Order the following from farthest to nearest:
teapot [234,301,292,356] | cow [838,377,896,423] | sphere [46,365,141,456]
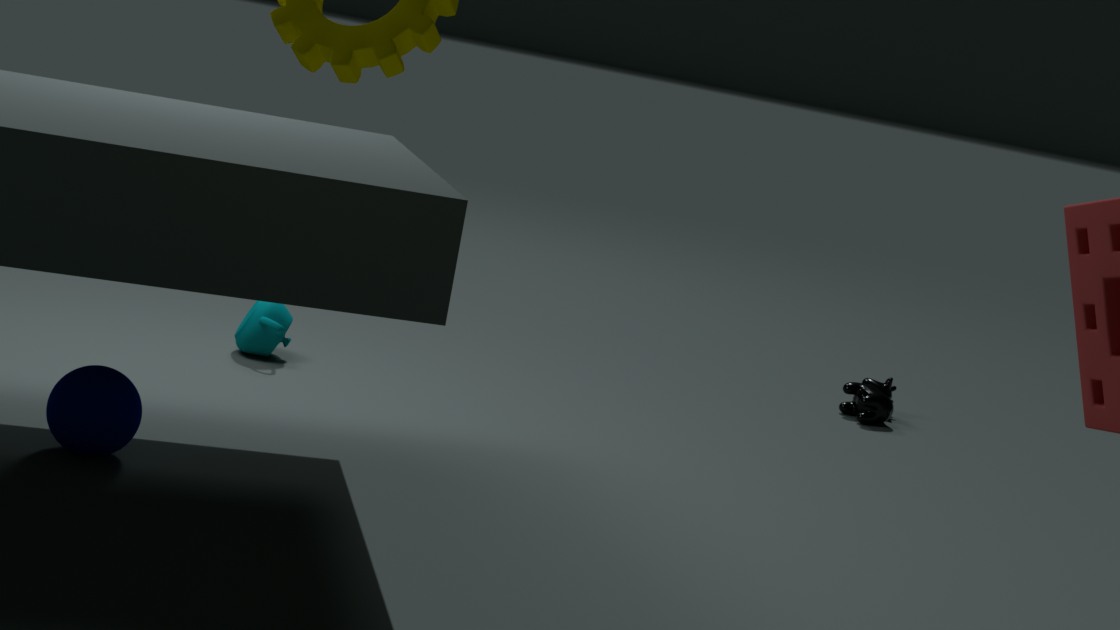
cow [838,377,896,423]
teapot [234,301,292,356]
sphere [46,365,141,456]
